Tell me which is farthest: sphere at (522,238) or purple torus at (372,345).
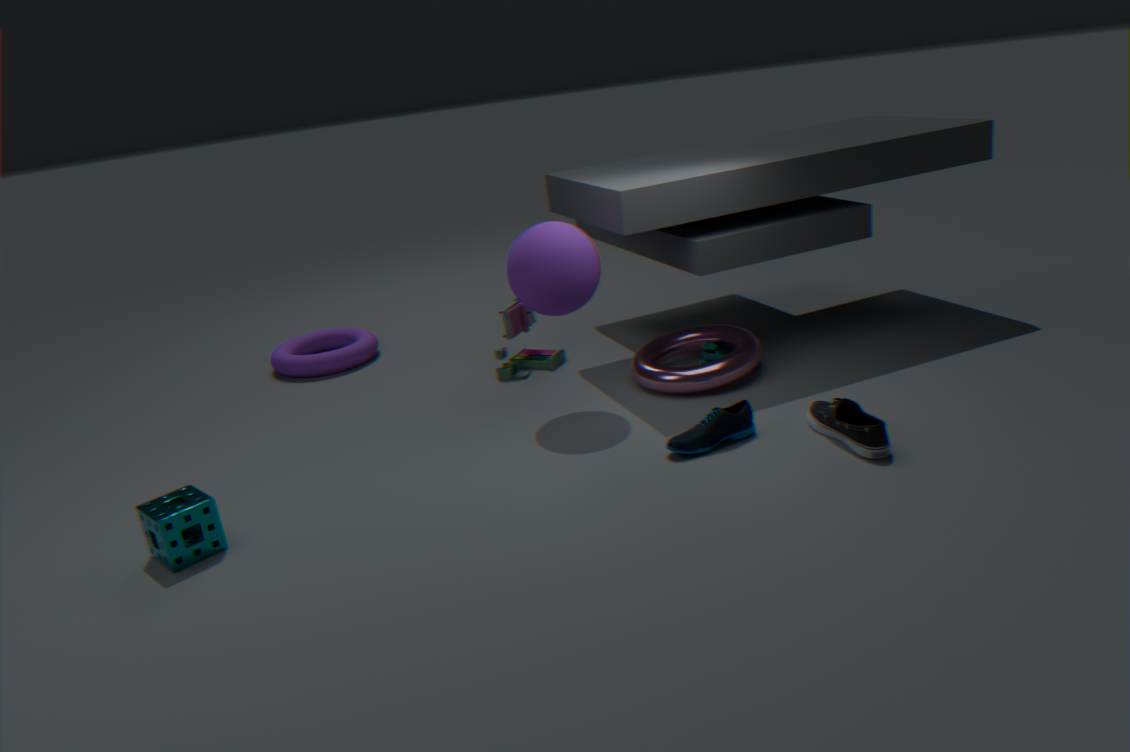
purple torus at (372,345)
